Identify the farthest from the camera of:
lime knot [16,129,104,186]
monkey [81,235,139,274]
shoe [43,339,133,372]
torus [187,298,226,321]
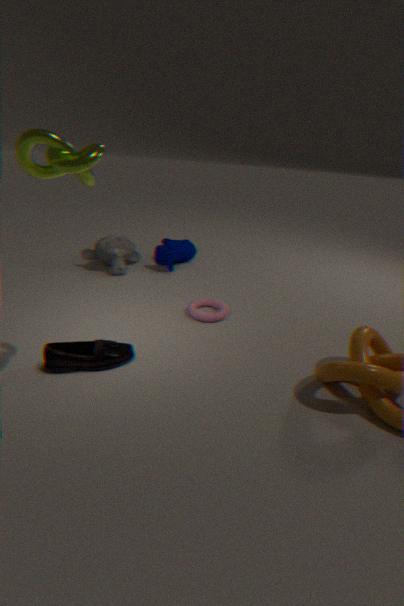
monkey [81,235,139,274]
